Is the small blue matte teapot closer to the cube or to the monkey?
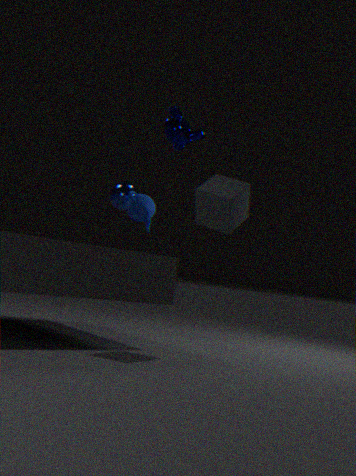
the monkey
